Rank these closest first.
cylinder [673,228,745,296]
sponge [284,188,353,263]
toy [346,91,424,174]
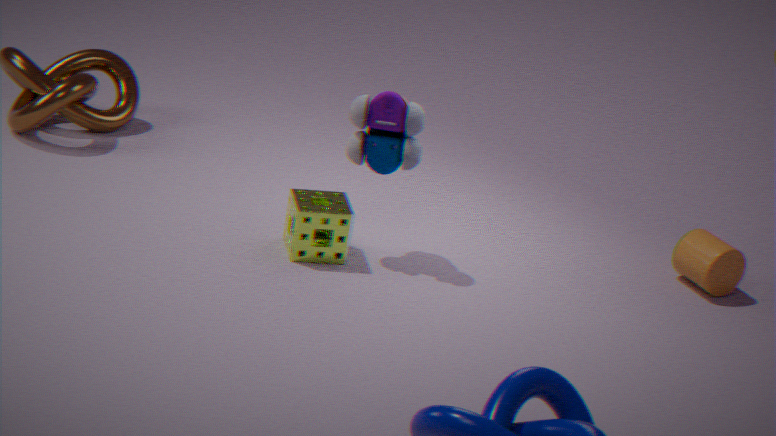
toy [346,91,424,174]
sponge [284,188,353,263]
cylinder [673,228,745,296]
